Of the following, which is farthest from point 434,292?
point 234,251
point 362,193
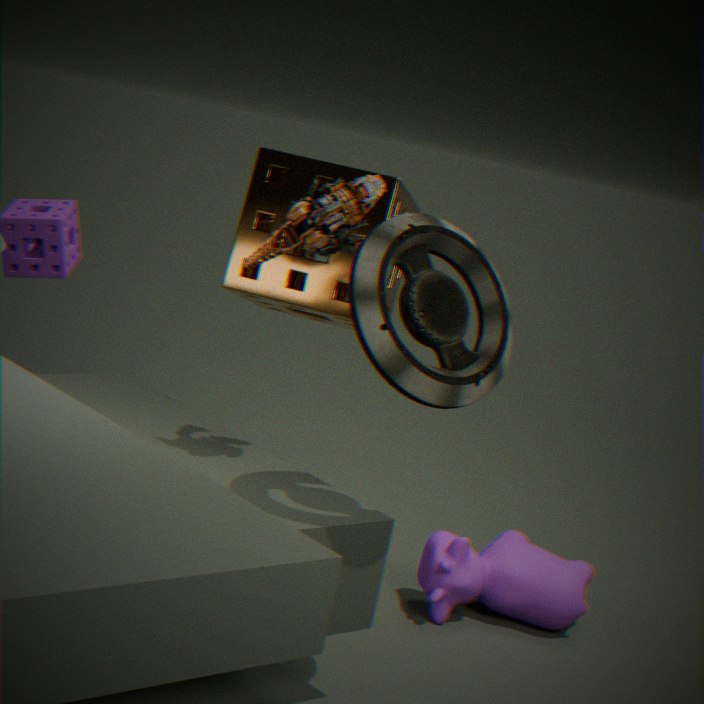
point 234,251
